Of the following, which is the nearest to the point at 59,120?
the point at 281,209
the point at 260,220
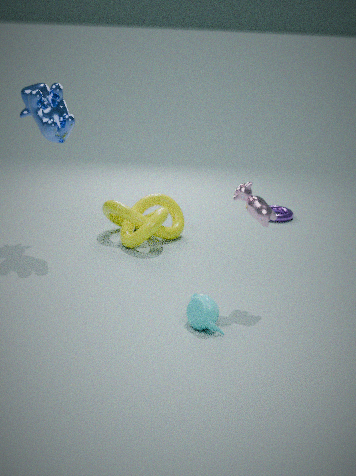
the point at 260,220
